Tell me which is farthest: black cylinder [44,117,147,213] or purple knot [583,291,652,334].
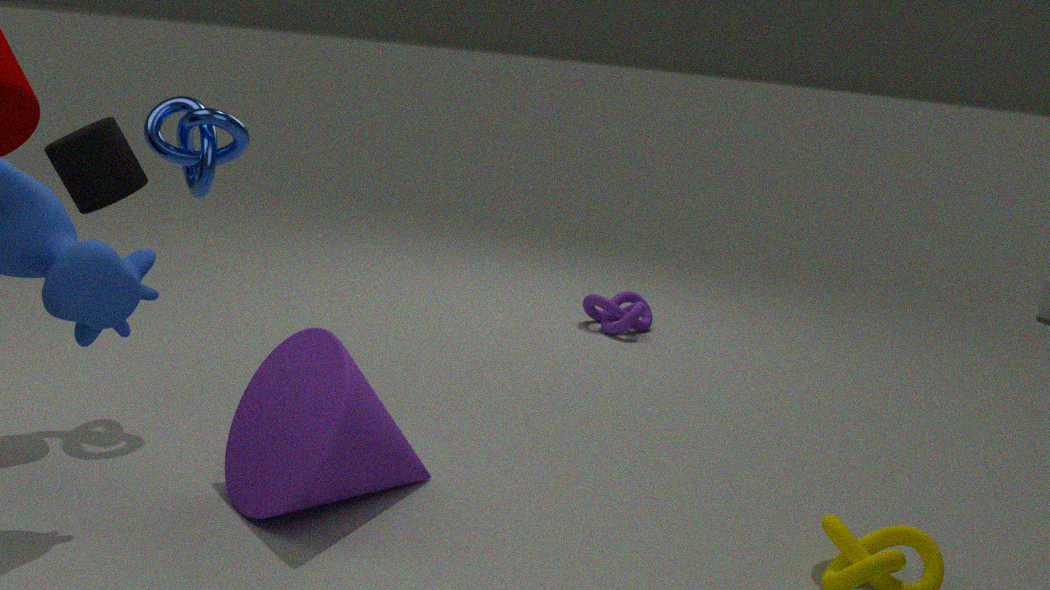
purple knot [583,291,652,334]
